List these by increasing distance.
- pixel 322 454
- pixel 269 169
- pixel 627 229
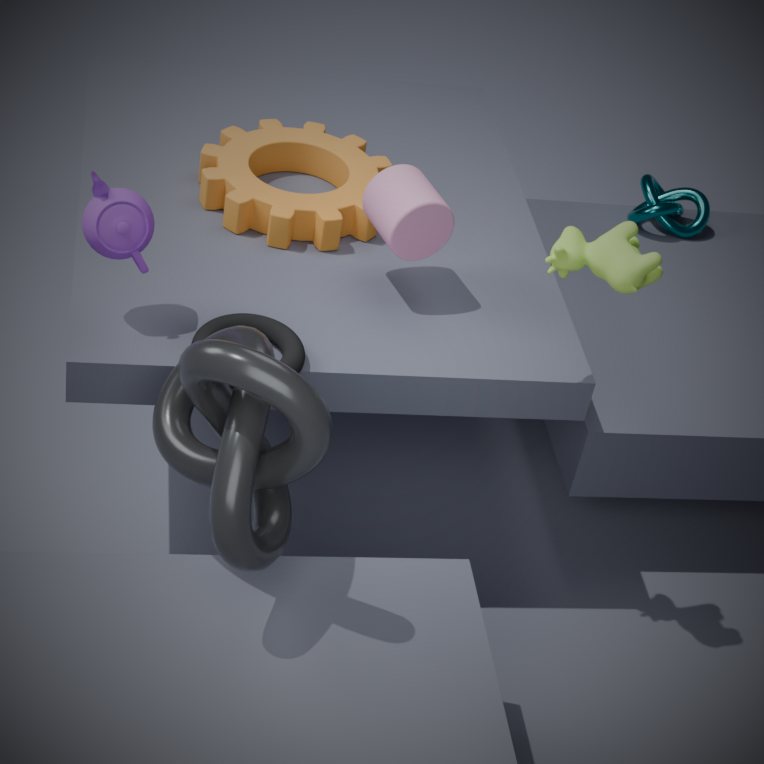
pixel 322 454
pixel 627 229
pixel 269 169
